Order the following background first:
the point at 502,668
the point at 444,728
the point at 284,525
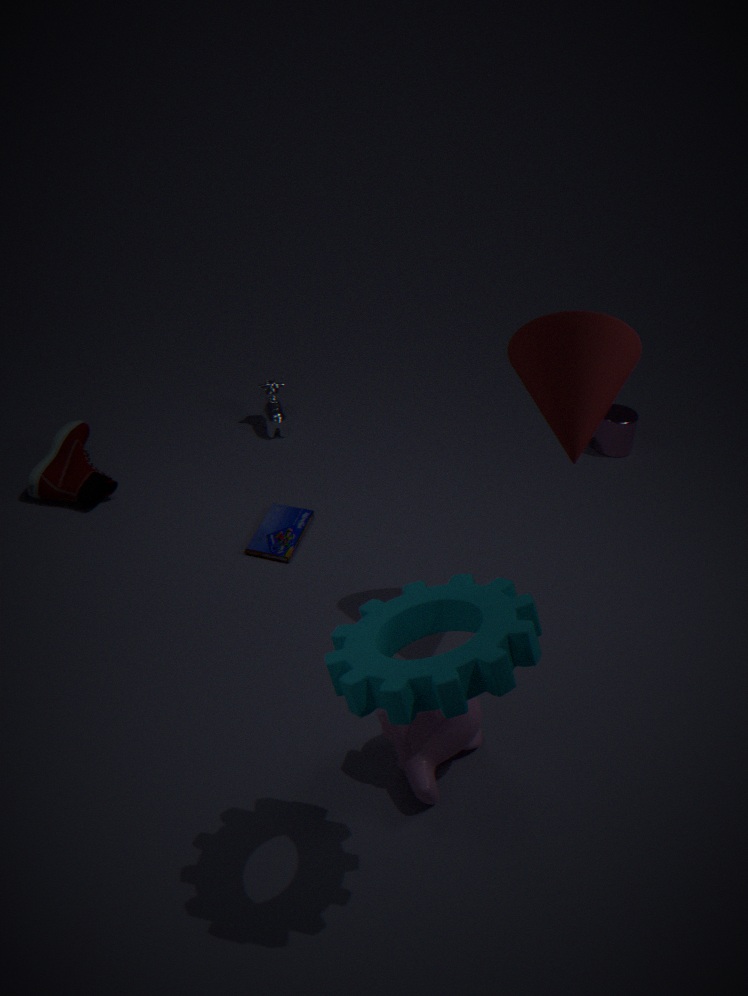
1. the point at 284,525
2. the point at 444,728
3. the point at 502,668
